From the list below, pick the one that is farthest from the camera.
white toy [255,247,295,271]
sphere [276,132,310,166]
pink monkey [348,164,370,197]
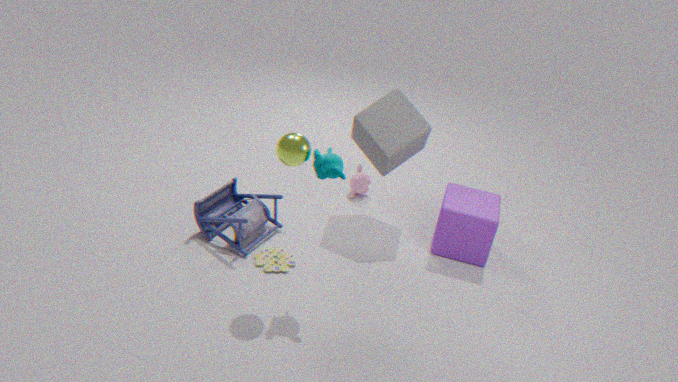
pink monkey [348,164,370,197]
